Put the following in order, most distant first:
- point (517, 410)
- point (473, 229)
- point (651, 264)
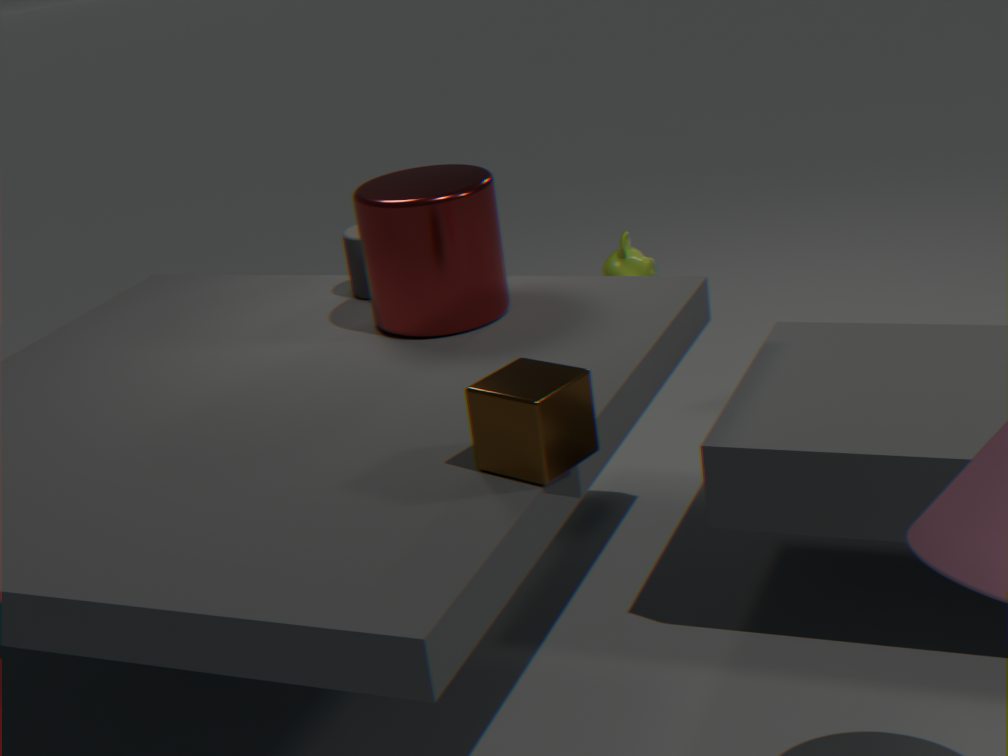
1. point (651, 264)
2. point (473, 229)
3. point (517, 410)
